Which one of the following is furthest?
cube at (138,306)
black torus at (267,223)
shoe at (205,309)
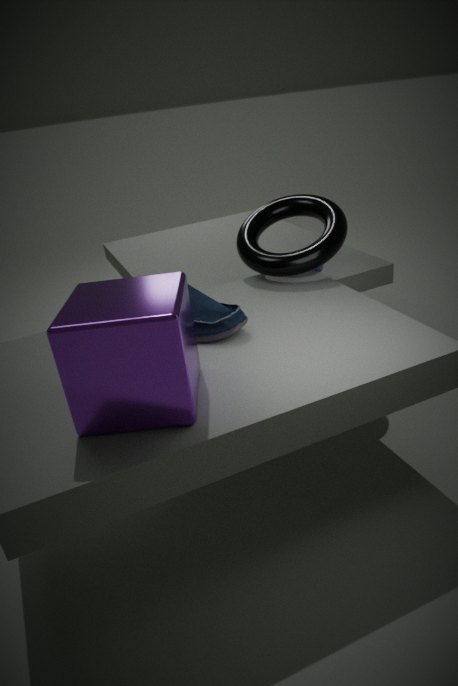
black torus at (267,223)
